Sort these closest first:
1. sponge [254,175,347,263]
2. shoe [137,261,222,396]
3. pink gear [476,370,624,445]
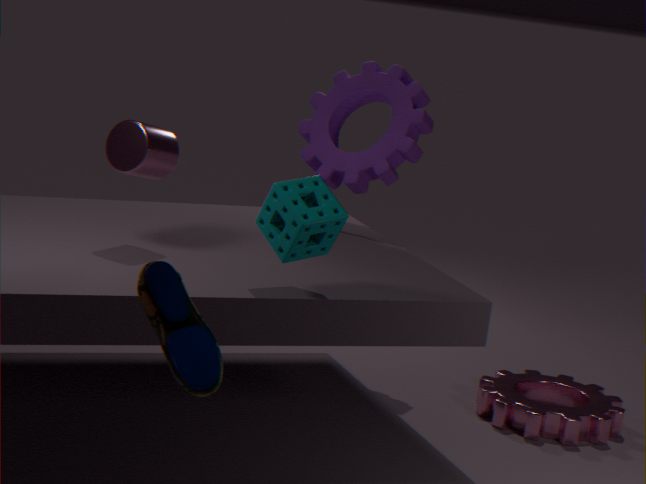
shoe [137,261,222,396], sponge [254,175,347,263], pink gear [476,370,624,445]
